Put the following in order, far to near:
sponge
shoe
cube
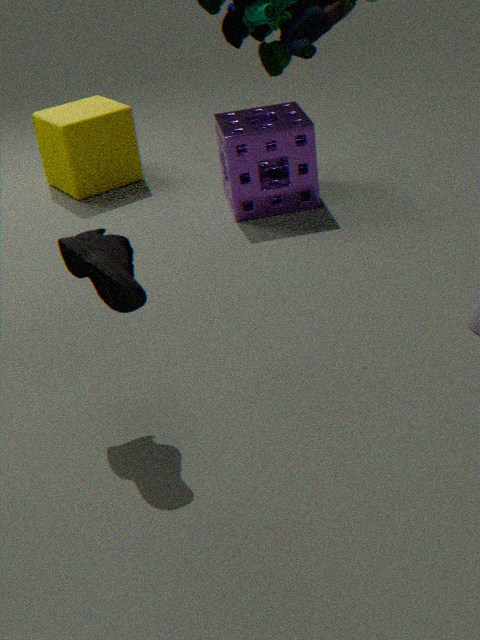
cube < sponge < shoe
